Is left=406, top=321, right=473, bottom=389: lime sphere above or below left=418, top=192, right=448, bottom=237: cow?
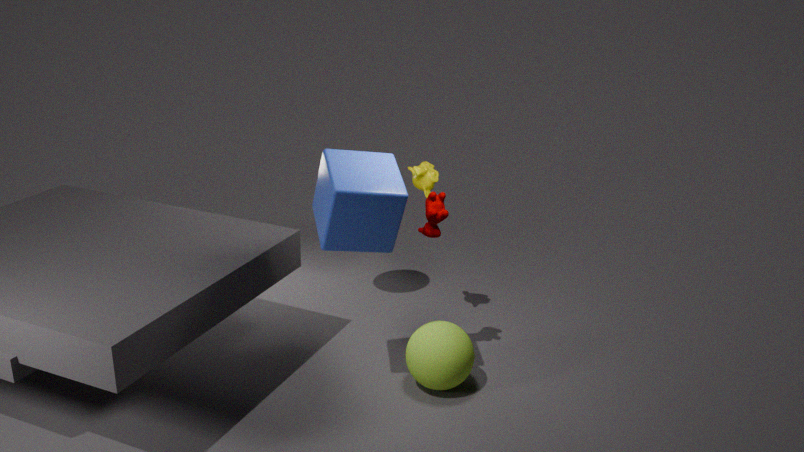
below
